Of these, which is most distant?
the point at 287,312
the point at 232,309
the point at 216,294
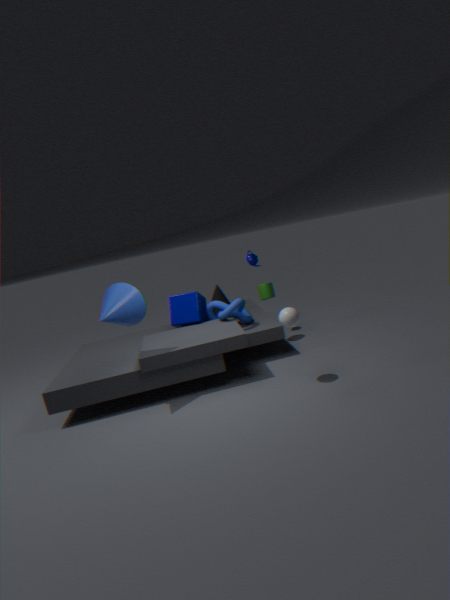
the point at 216,294
